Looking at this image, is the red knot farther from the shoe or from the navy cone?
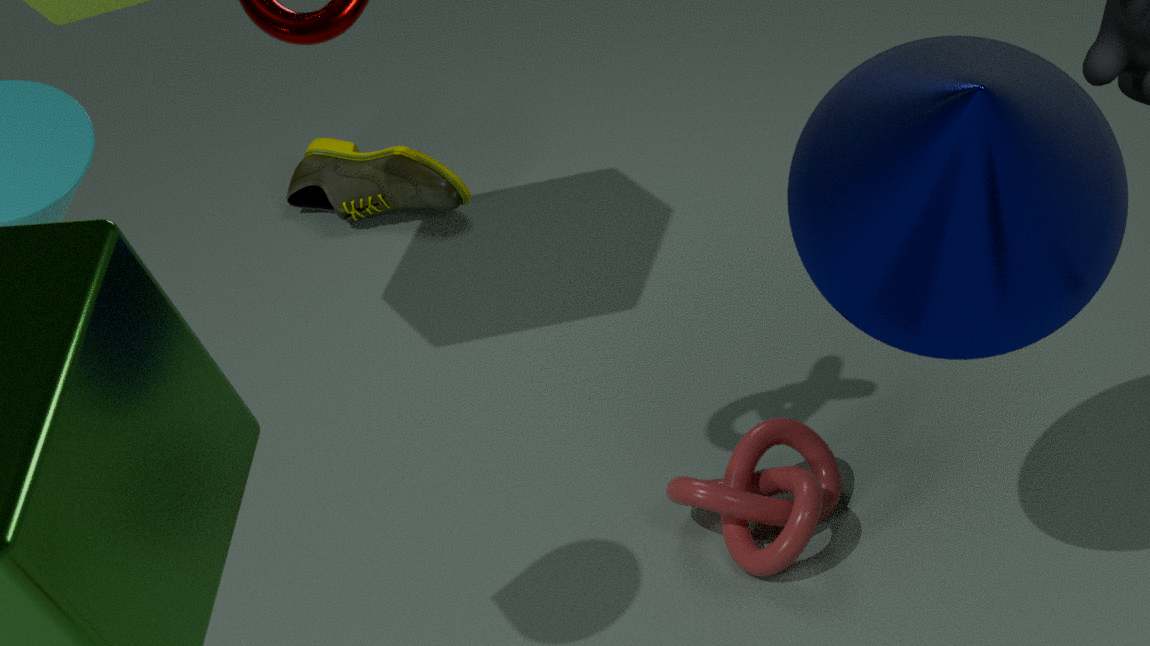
the shoe
